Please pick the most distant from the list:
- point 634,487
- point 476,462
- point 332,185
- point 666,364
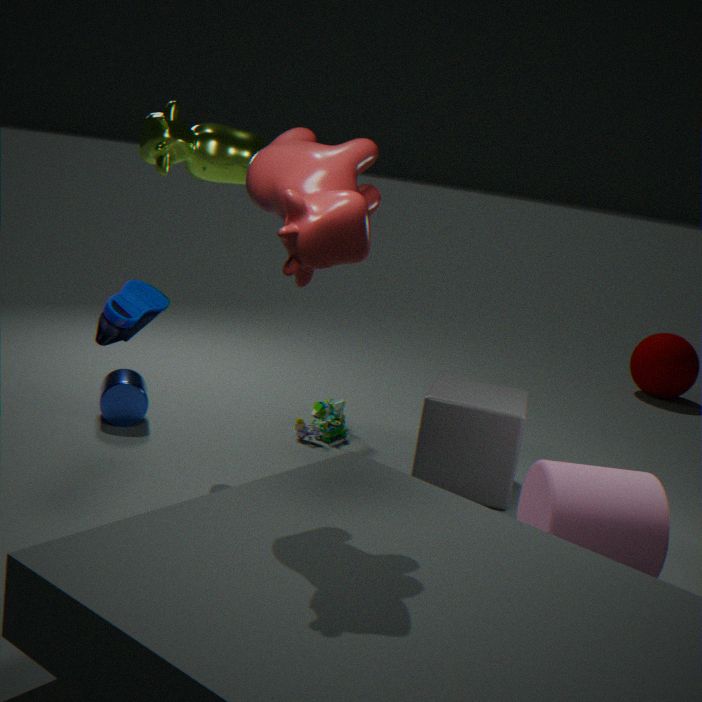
point 666,364
